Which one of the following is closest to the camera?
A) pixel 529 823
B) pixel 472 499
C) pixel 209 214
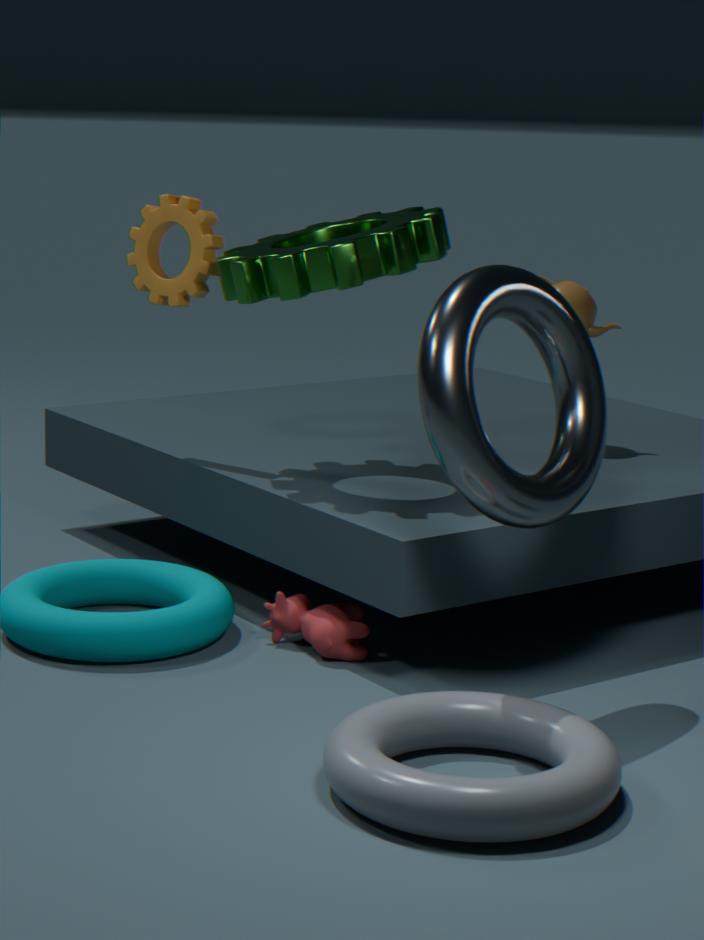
pixel 529 823
